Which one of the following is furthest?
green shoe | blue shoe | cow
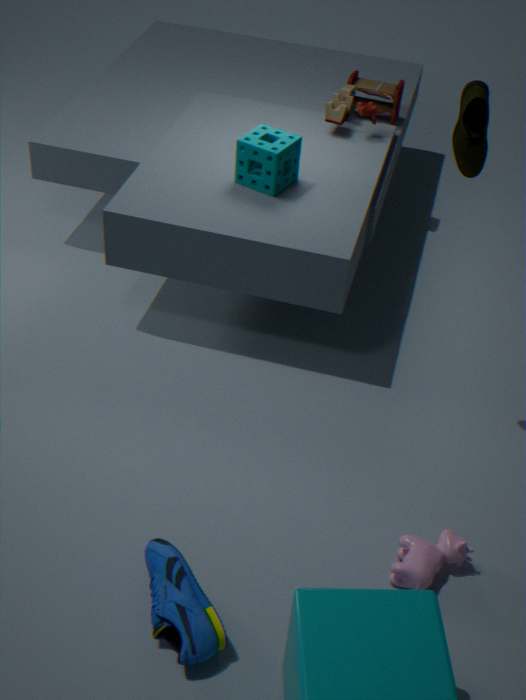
green shoe
